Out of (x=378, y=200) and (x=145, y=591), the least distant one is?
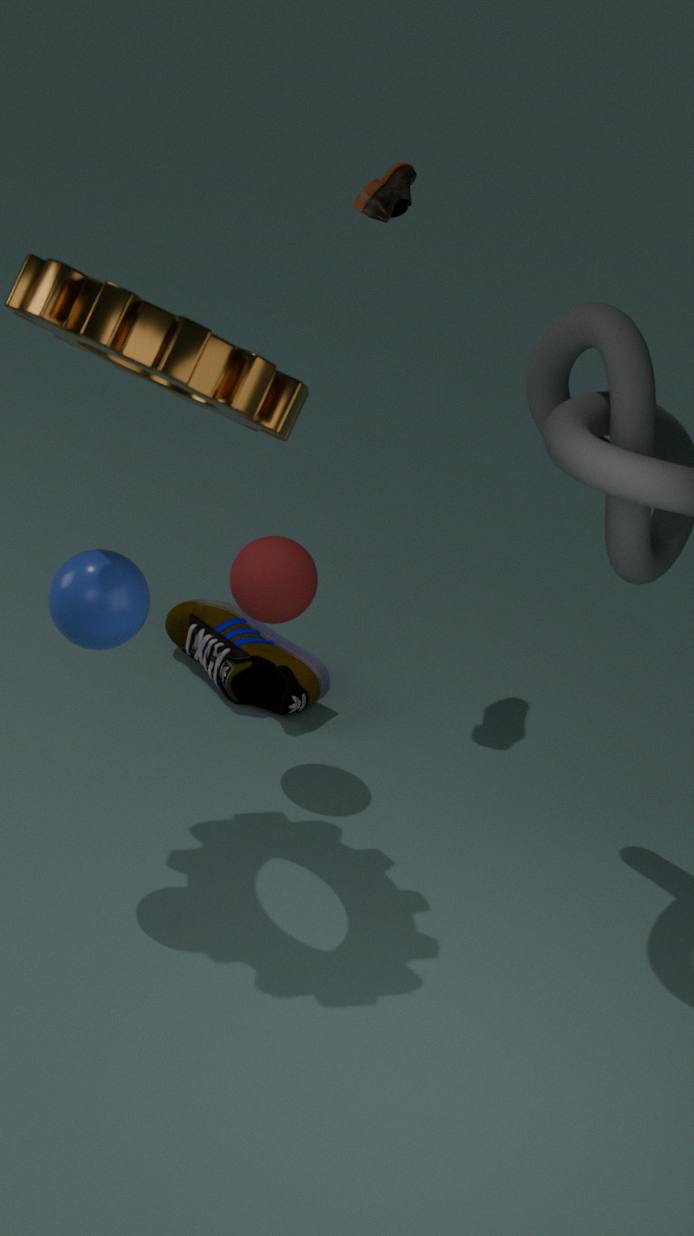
(x=145, y=591)
